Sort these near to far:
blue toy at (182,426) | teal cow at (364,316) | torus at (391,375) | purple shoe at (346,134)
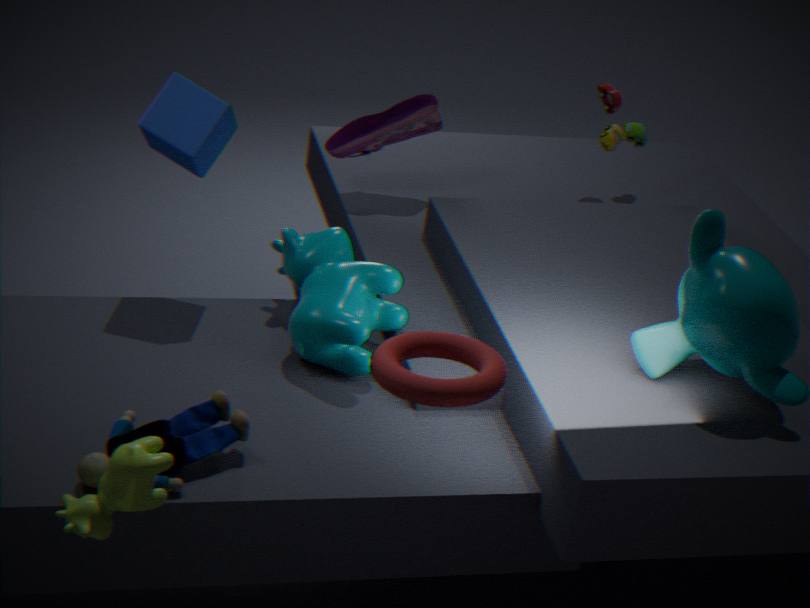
torus at (391,375) → blue toy at (182,426) → teal cow at (364,316) → purple shoe at (346,134)
